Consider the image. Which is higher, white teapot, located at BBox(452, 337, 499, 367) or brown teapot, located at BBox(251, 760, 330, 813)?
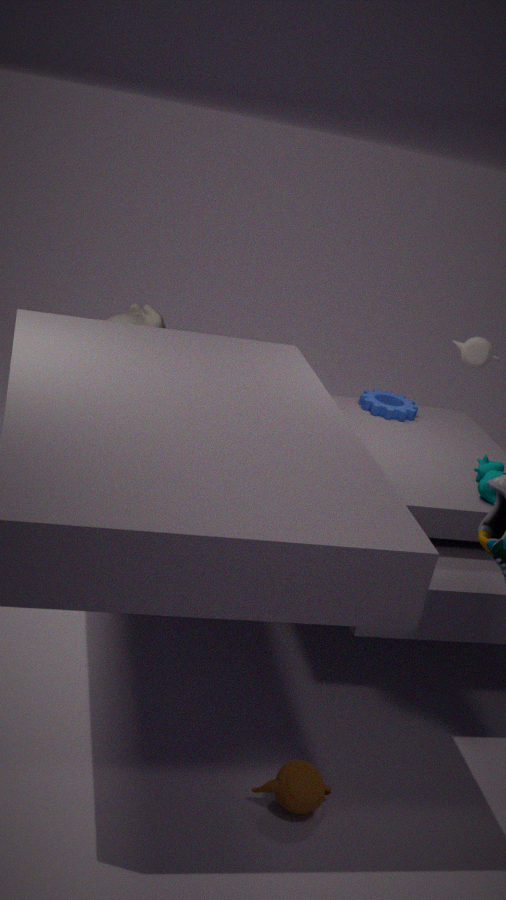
white teapot, located at BBox(452, 337, 499, 367)
